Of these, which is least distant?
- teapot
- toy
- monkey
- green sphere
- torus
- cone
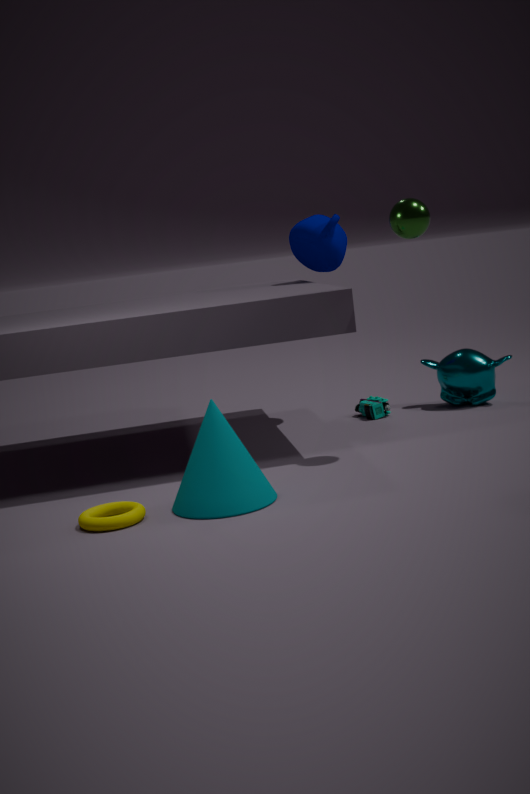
torus
